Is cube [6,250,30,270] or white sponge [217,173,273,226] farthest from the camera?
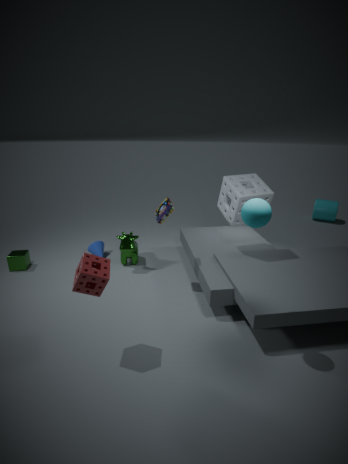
cube [6,250,30,270]
